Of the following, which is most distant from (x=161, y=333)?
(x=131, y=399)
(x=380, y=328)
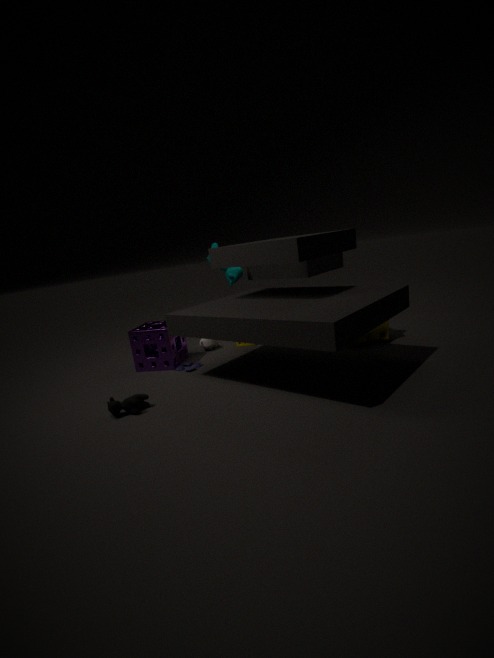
(x=380, y=328)
